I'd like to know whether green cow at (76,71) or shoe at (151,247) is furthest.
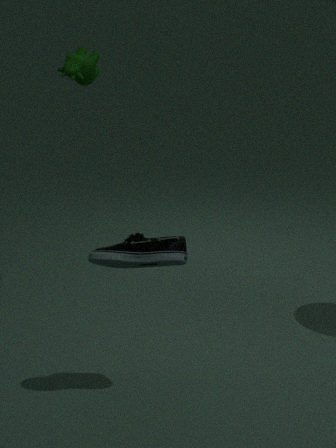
green cow at (76,71)
